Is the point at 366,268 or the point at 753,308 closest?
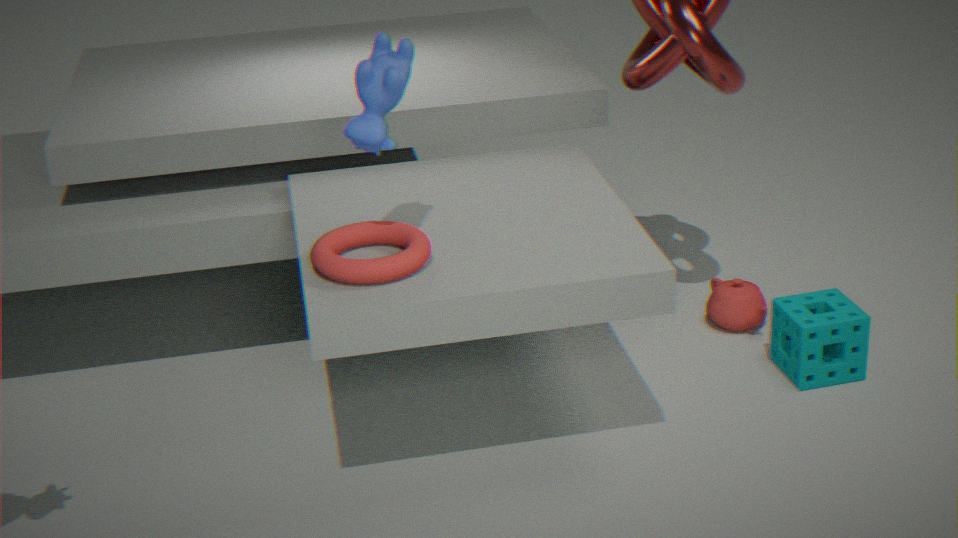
A: the point at 366,268
